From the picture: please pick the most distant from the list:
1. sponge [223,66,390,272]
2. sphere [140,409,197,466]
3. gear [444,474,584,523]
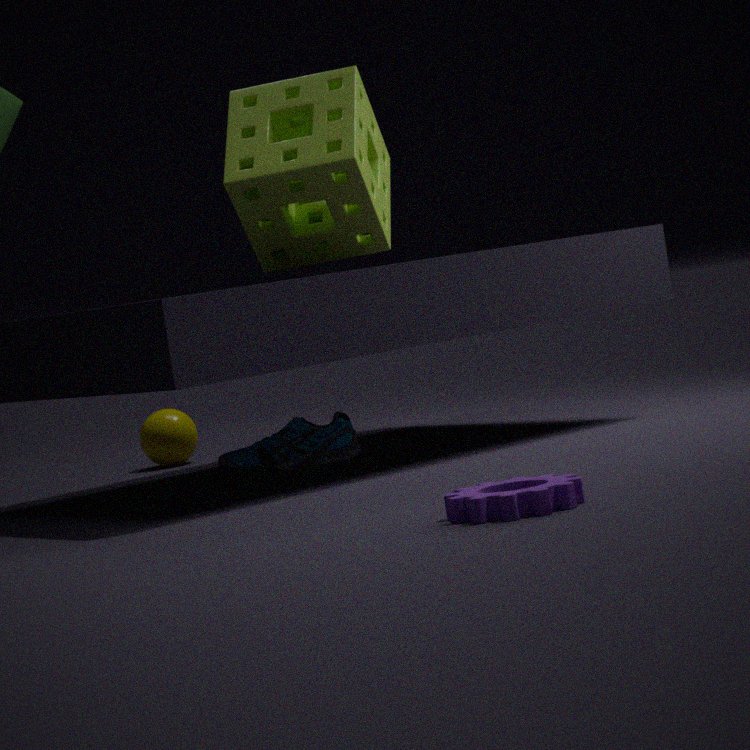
sphere [140,409,197,466]
